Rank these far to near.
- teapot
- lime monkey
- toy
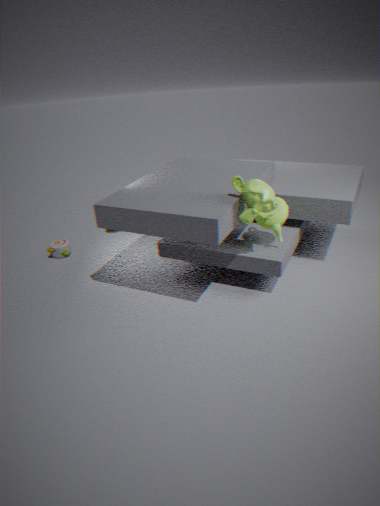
toy
teapot
lime monkey
